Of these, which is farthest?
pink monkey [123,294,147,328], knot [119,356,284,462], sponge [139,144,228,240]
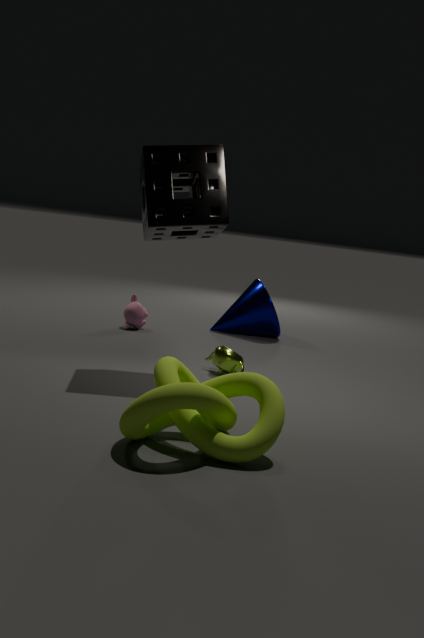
pink monkey [123,294,147,328]
